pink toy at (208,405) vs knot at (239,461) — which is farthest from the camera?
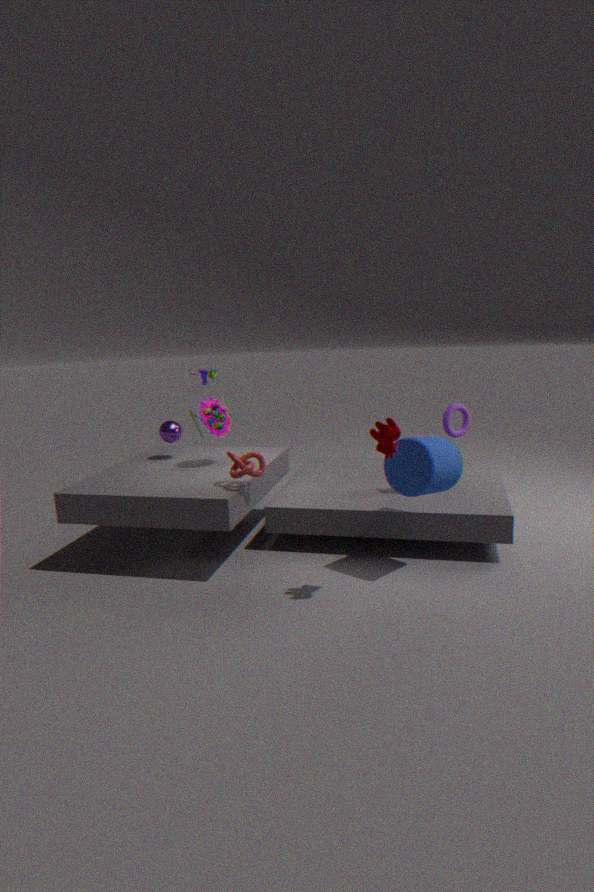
pink toy at (208,405)
